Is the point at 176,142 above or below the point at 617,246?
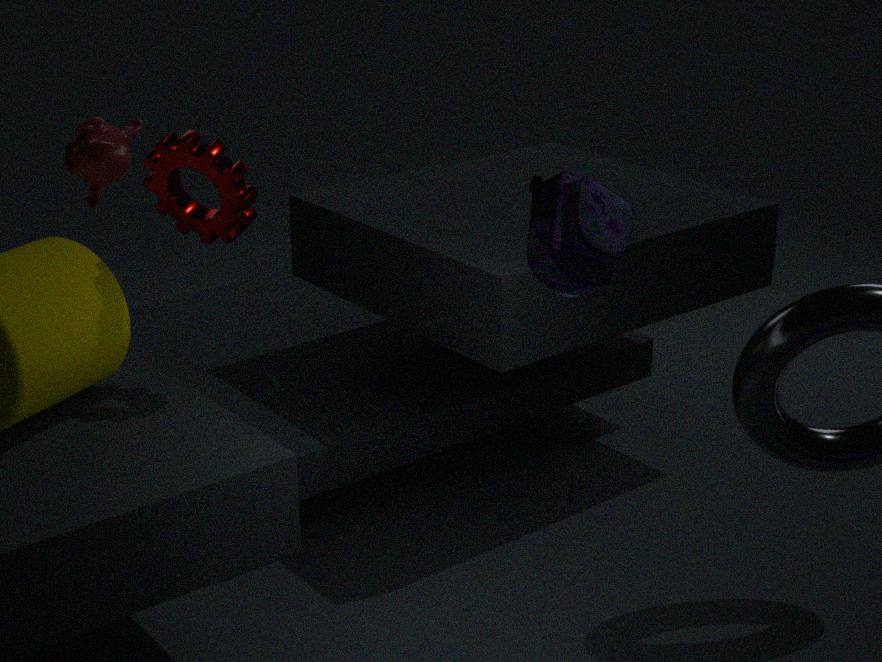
above
